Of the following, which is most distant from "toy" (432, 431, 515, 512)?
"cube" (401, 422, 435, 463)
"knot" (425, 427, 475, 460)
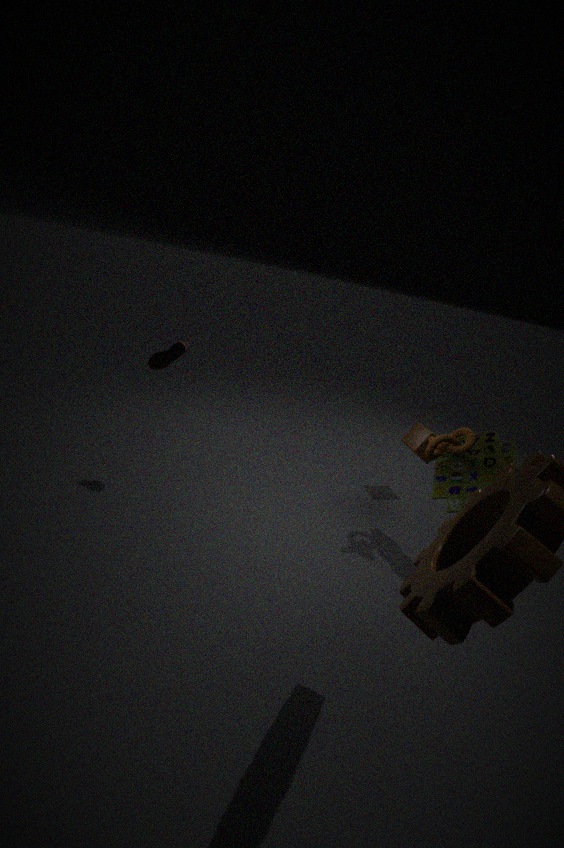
"cube" (401, 422, 435, 463)
